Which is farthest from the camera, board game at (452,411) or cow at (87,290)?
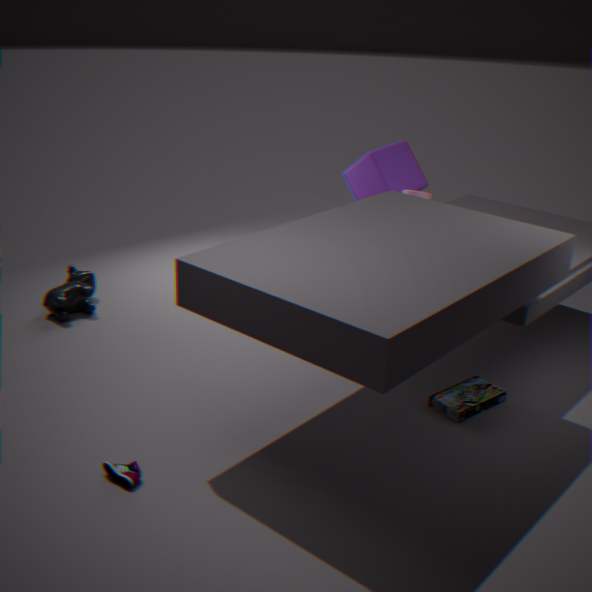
cow at (87,290)
